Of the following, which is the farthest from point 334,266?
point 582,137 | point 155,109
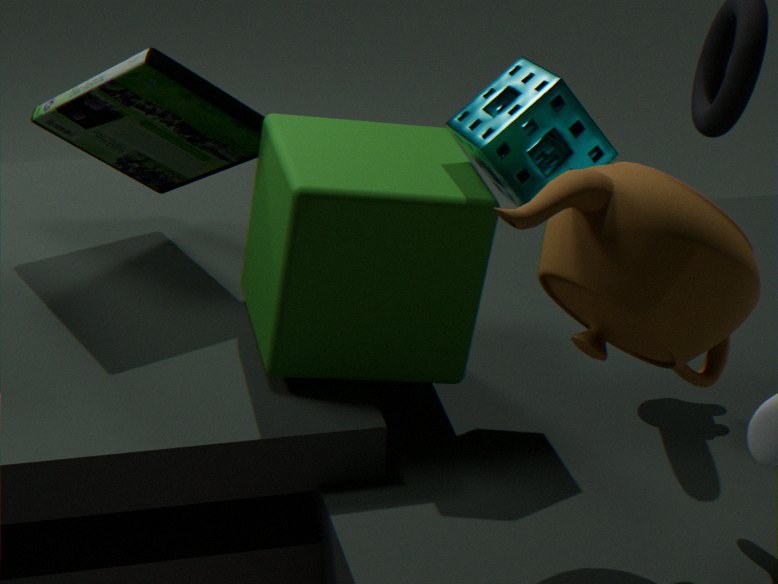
point 155,109
